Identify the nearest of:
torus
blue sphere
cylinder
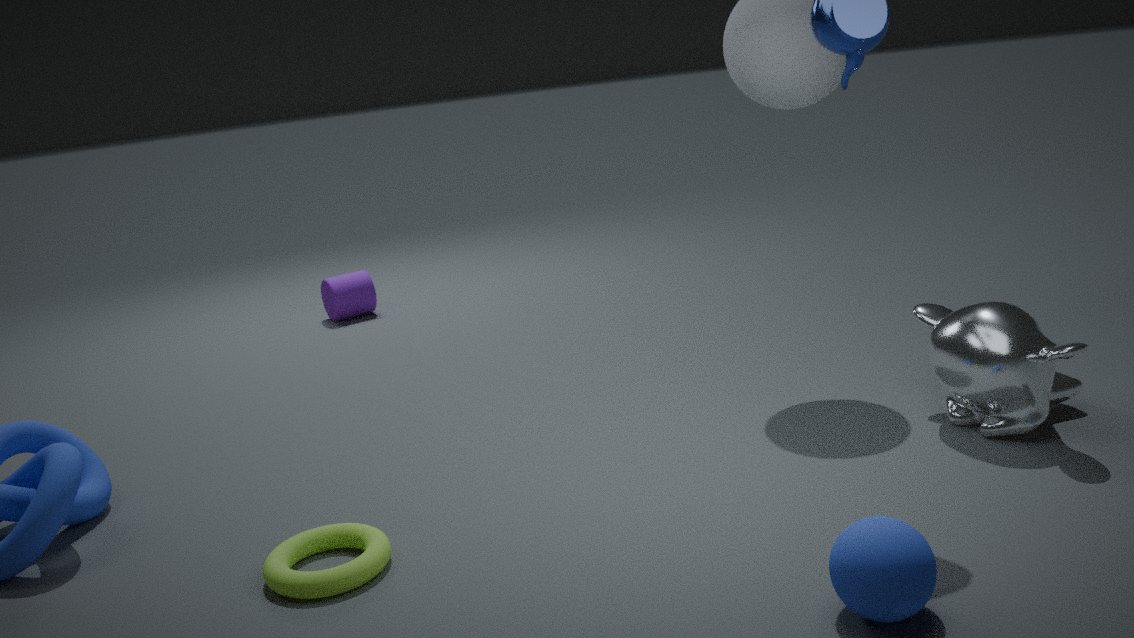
blue sphere
